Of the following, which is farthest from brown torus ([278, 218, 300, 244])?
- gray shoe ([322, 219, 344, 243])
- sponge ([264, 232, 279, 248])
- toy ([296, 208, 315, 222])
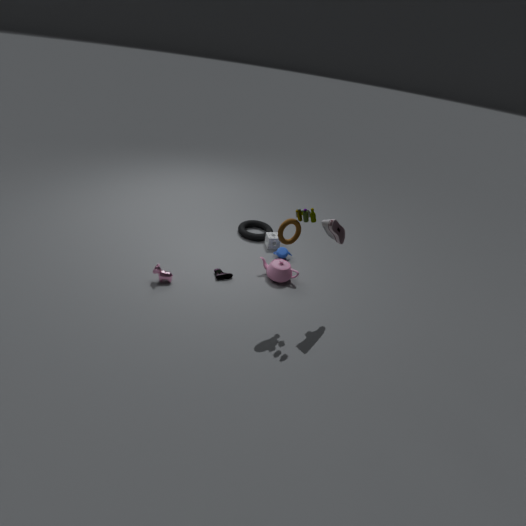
sponge ([264, 232, 279, 248])
